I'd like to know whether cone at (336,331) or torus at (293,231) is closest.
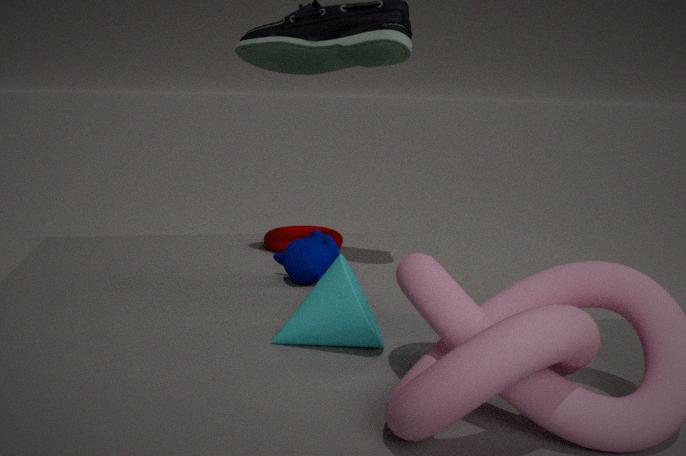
cone at (336,331)
